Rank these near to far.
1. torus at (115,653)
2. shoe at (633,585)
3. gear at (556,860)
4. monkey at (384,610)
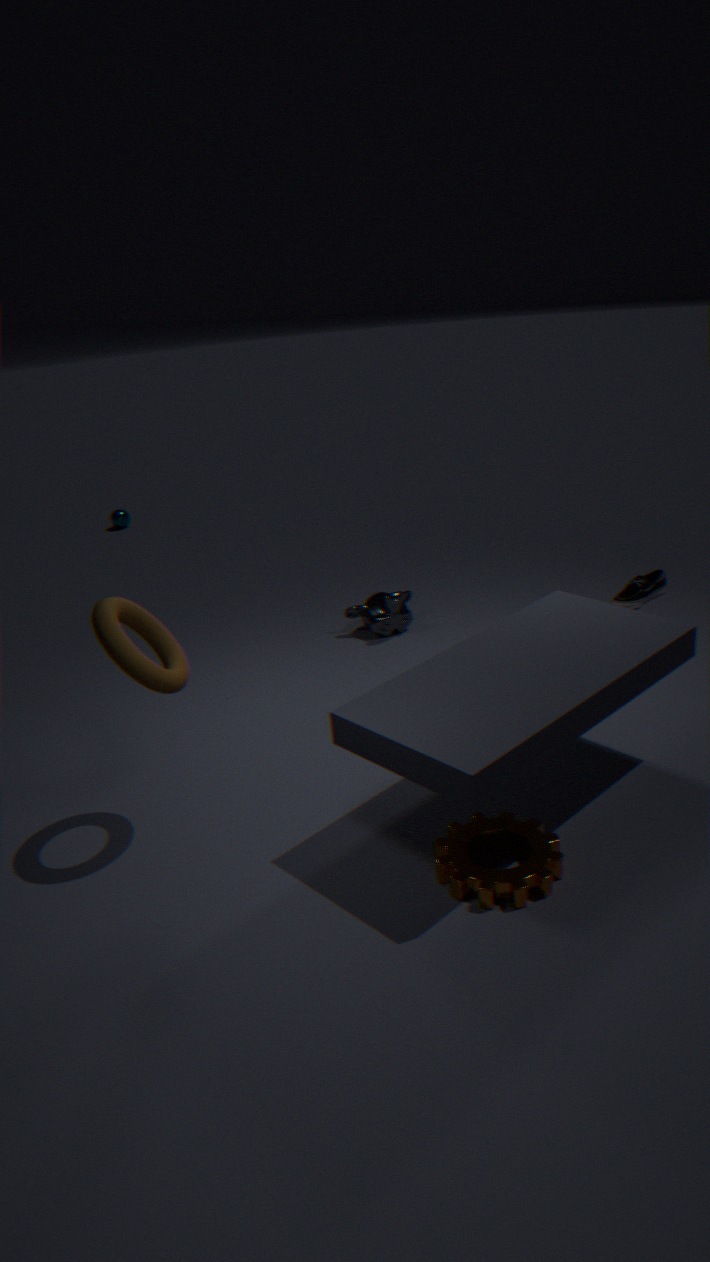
gear at (556,860), torus at (115,653), monkey at (384,610), shoe at (633,585)
